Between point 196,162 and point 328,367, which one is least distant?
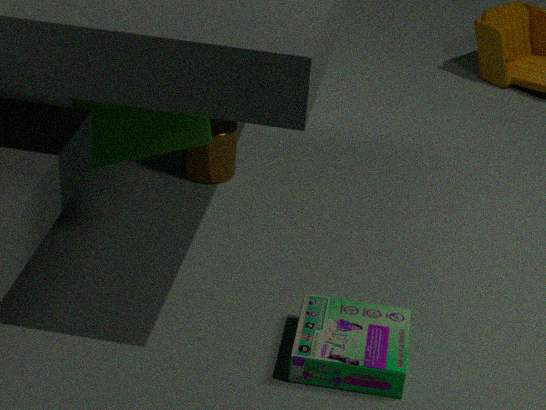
point 328,367
